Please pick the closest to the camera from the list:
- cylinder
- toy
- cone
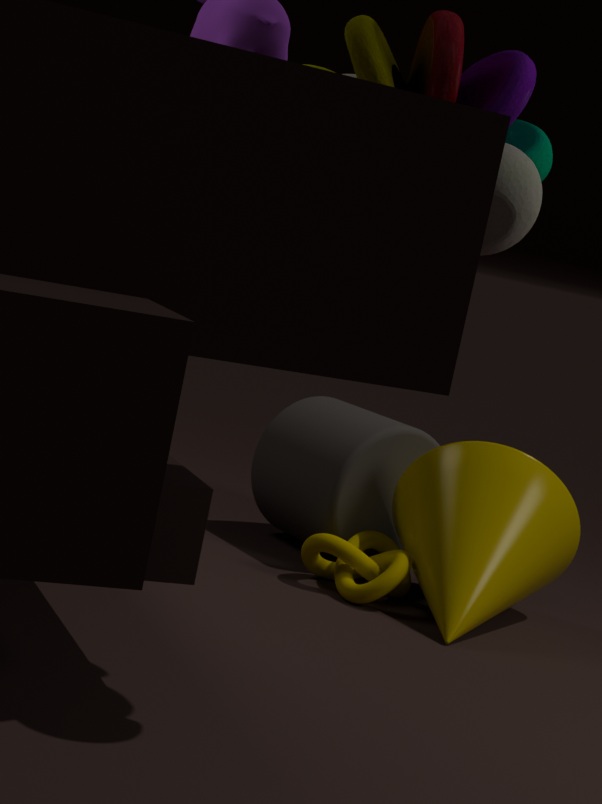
toy
